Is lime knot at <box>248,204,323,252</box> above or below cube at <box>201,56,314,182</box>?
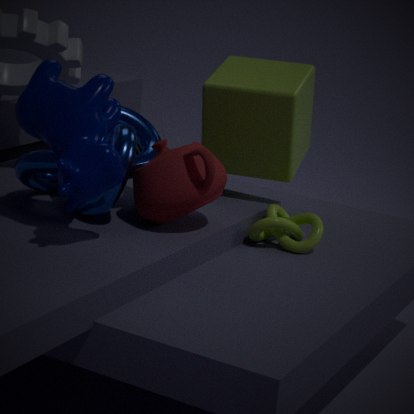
below
